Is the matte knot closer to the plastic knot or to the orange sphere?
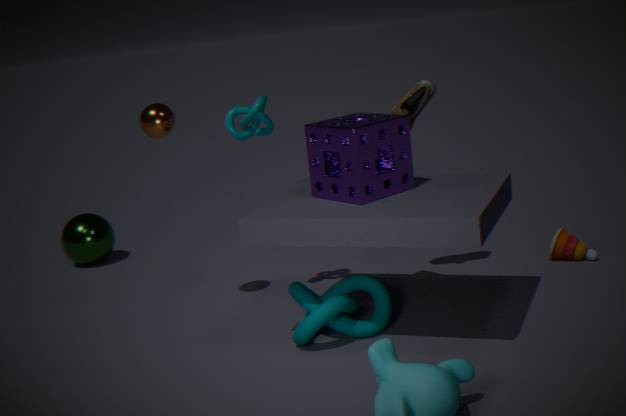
the plastic knot
